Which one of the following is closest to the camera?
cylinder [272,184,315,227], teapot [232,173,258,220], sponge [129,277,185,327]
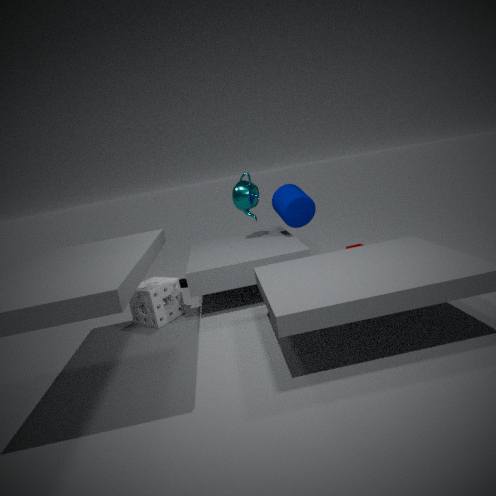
sponge [129,277,185,327]
